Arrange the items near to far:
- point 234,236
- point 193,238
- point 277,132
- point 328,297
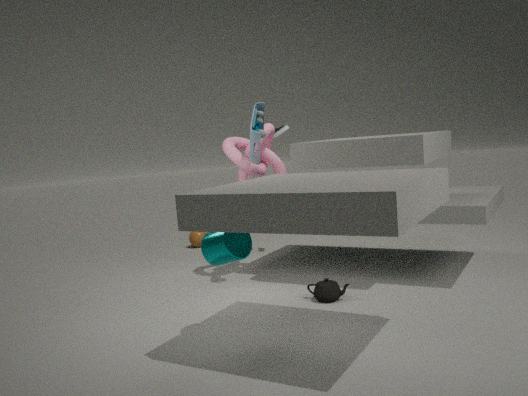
point 234,236 → point 328,297 → point 277,132 → point 193,238
